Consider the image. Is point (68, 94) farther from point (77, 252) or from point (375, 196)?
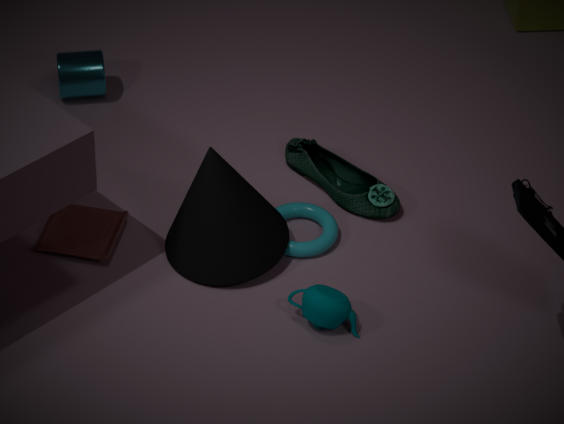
point (375, 196)
